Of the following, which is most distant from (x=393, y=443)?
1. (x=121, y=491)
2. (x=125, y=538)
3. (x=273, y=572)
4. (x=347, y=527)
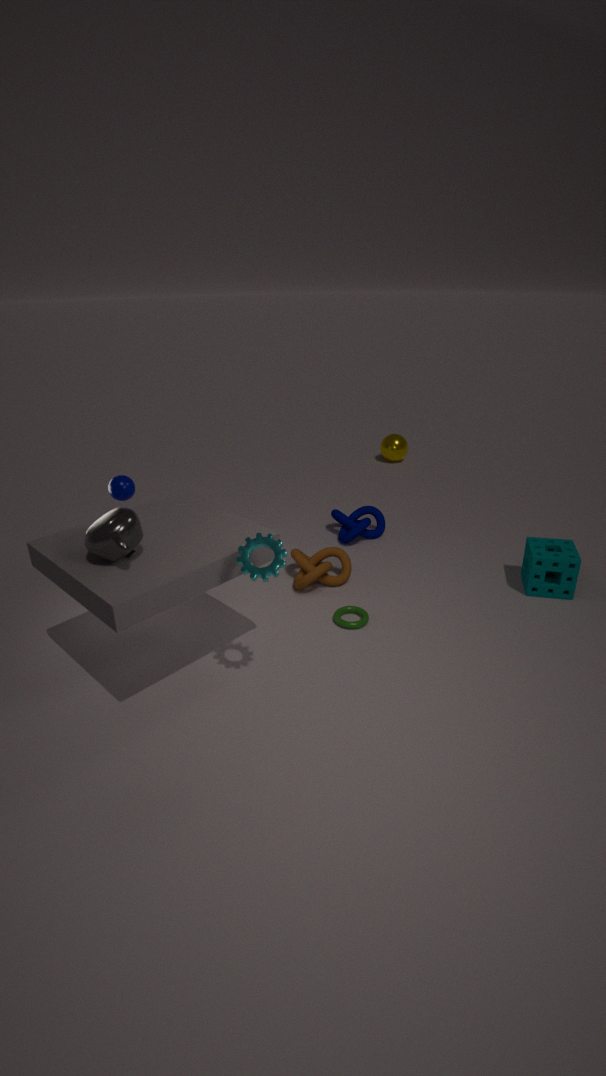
(x=125, y=538)
